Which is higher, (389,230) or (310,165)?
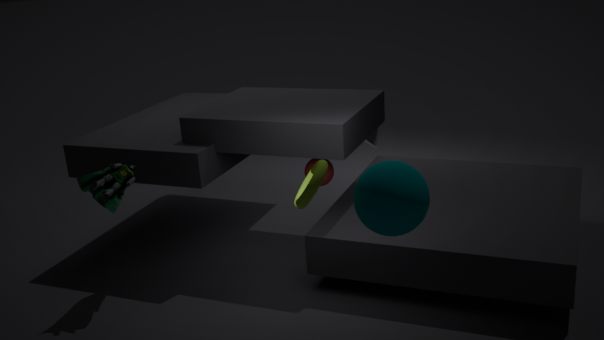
(389,230)
